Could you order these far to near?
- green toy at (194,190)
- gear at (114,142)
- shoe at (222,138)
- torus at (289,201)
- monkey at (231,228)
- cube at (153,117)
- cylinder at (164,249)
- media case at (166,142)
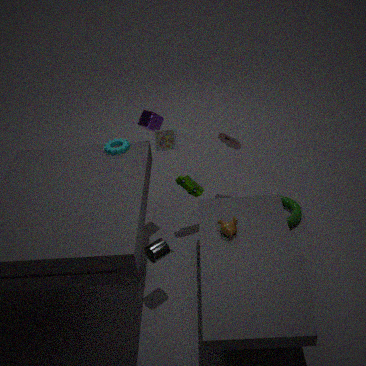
shoe at (222,138) → torus at (289,201) → green toy at (194,190) → cube at (153,117) → gear at (114,142) → media case at (166,142) → monkey at (231,228) → cylinder at (164,249)
